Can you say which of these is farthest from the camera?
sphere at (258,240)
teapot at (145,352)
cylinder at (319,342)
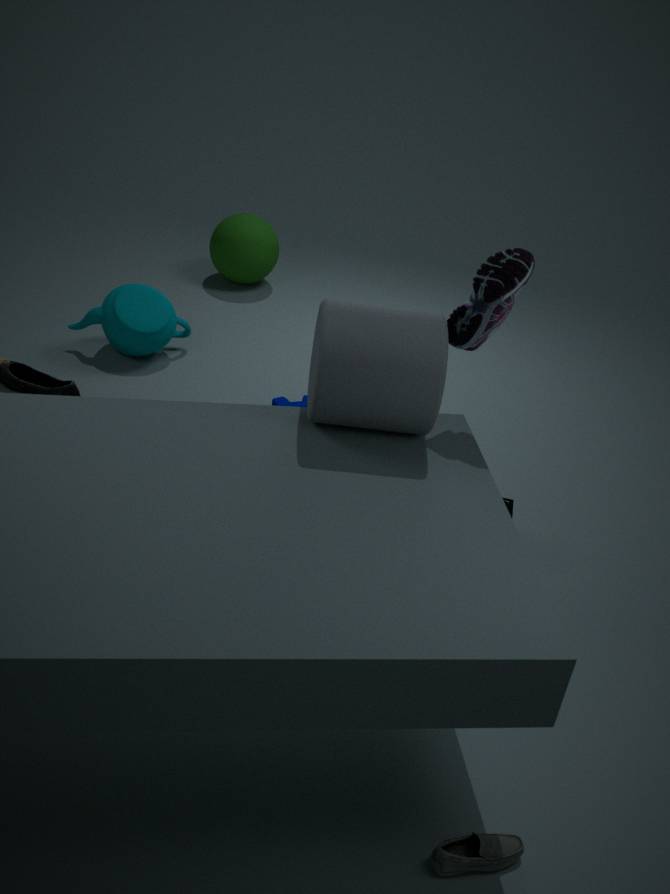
sphere at (258,240)
